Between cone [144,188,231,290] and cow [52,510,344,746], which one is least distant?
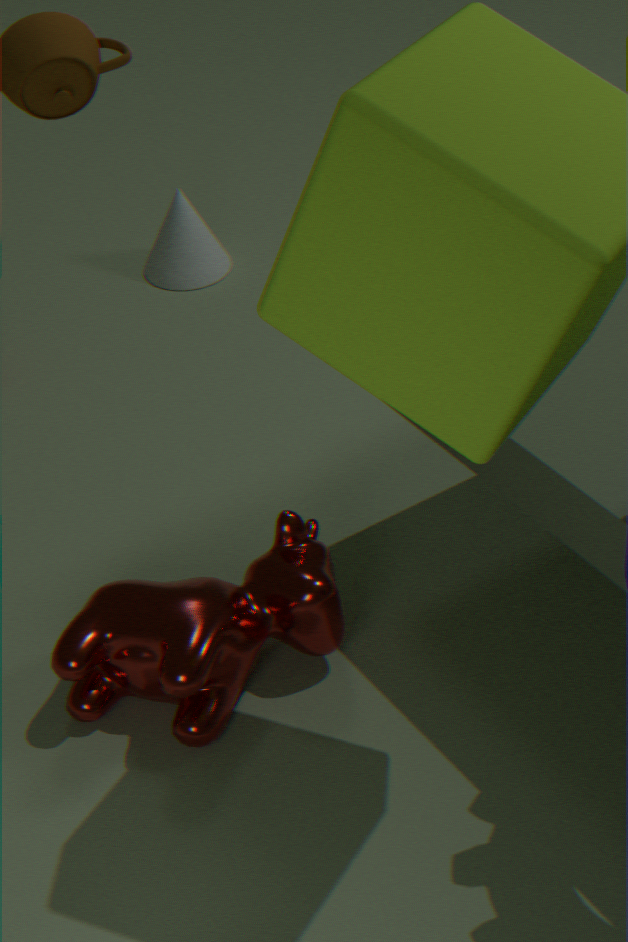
cow [52,510,344,746]
